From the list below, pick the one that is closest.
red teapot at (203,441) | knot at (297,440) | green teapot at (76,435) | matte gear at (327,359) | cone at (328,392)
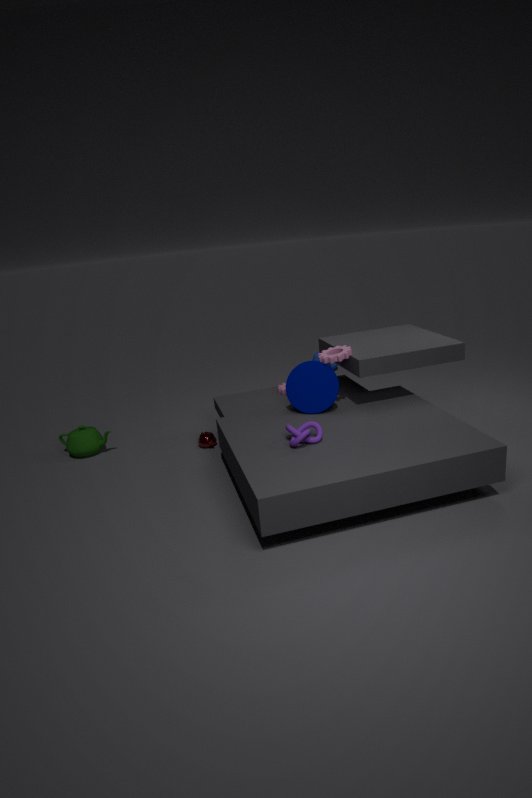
knot at (297,440)
